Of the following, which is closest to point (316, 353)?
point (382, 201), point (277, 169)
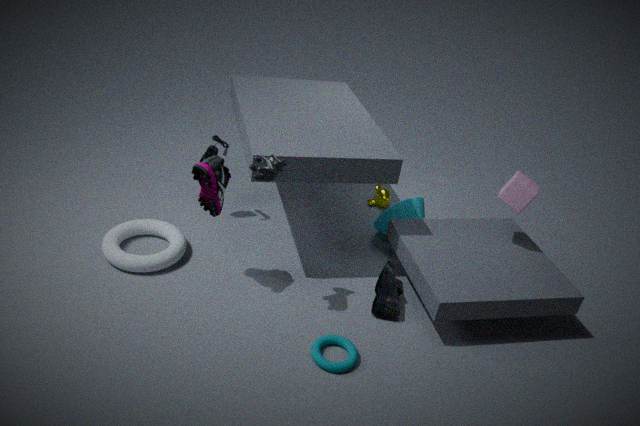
point (277, 169)
